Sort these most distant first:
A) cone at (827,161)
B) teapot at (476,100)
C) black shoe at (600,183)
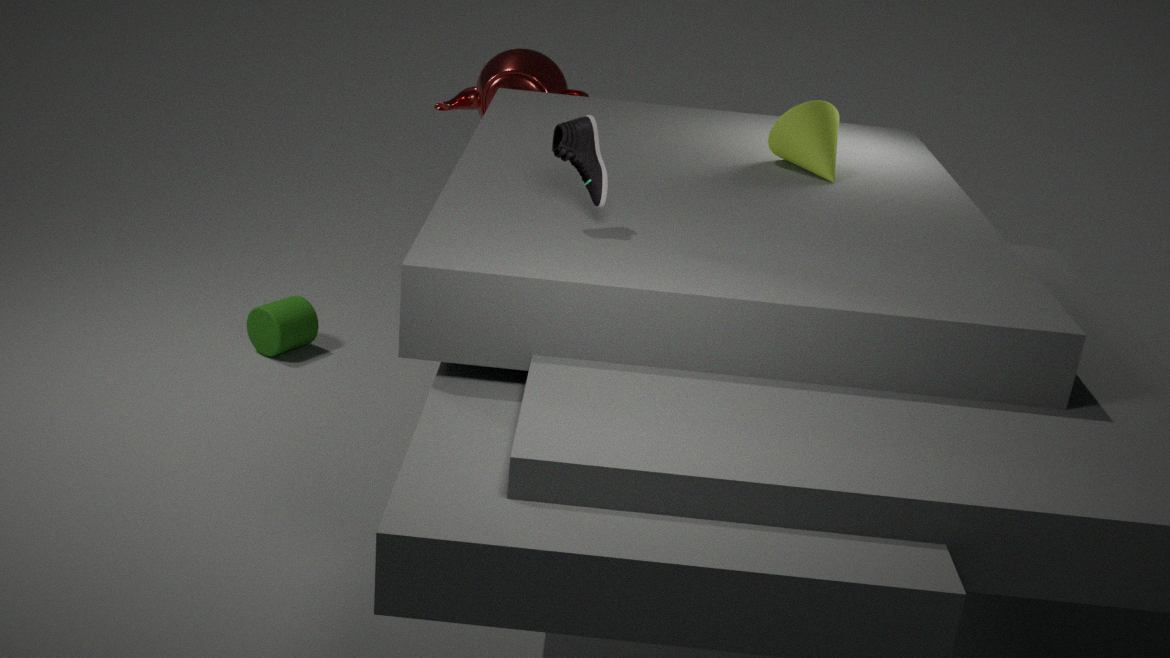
1. teapot at (476,100)
2. cone at (827,161)
3. black shoe at (600,183)
